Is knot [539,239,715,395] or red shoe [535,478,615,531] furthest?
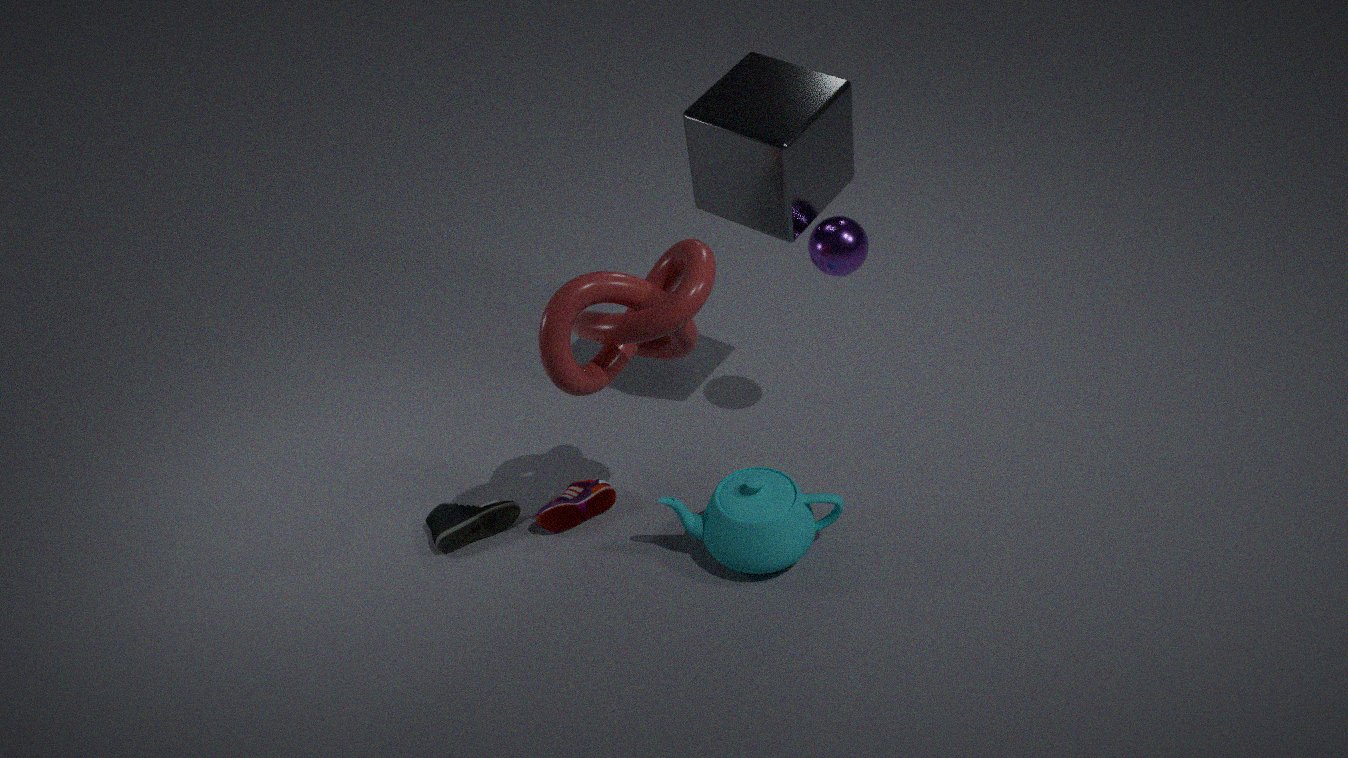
red shoe [535,478,615,531]
